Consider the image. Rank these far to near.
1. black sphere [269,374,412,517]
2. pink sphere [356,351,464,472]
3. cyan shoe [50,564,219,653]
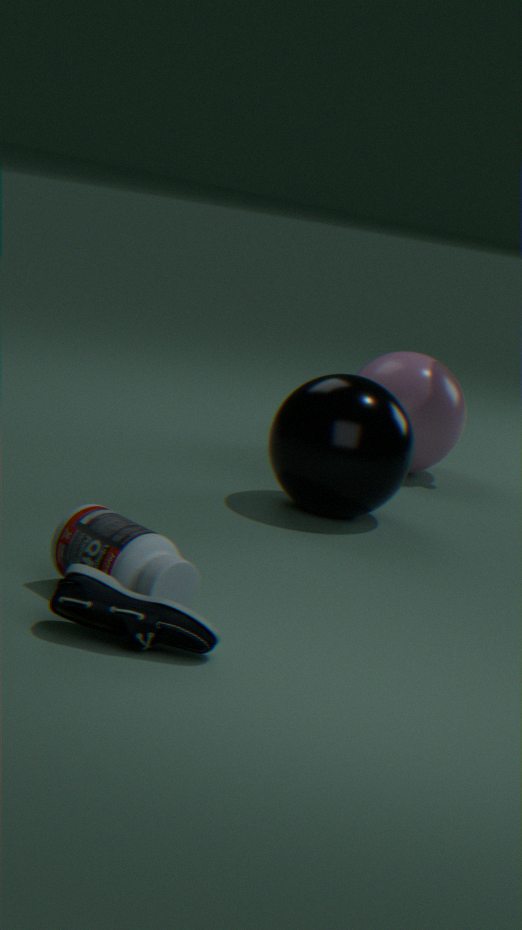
1. pink sphere [356,351,464,472]
2. black sphere [269,374,412,517]
3. cyan shoe [50,564,219,653]
